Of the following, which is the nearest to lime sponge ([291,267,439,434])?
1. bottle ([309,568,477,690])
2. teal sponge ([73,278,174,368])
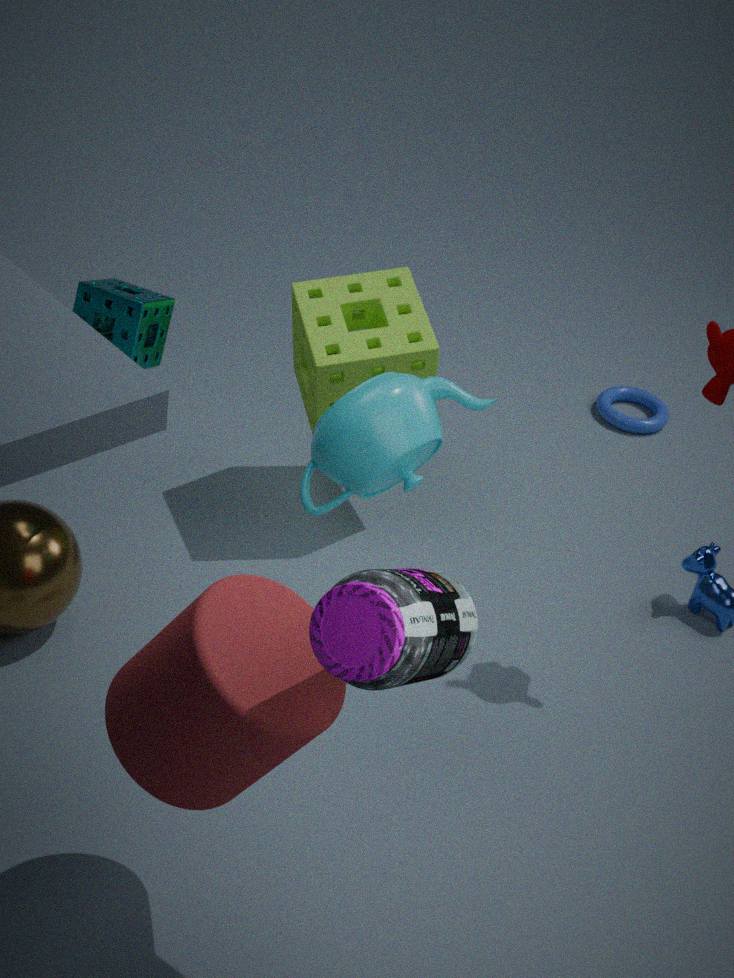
teal sponge ([73,278,174,368])
